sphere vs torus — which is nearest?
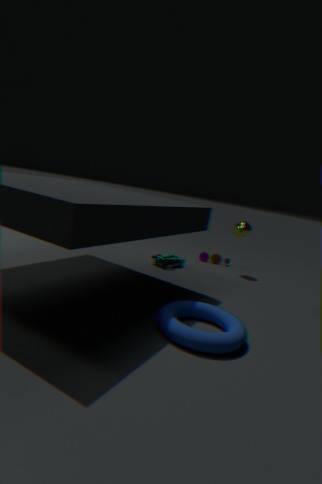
torus
